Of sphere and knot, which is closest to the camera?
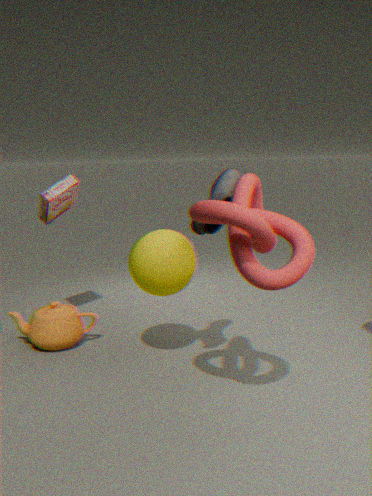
knot
